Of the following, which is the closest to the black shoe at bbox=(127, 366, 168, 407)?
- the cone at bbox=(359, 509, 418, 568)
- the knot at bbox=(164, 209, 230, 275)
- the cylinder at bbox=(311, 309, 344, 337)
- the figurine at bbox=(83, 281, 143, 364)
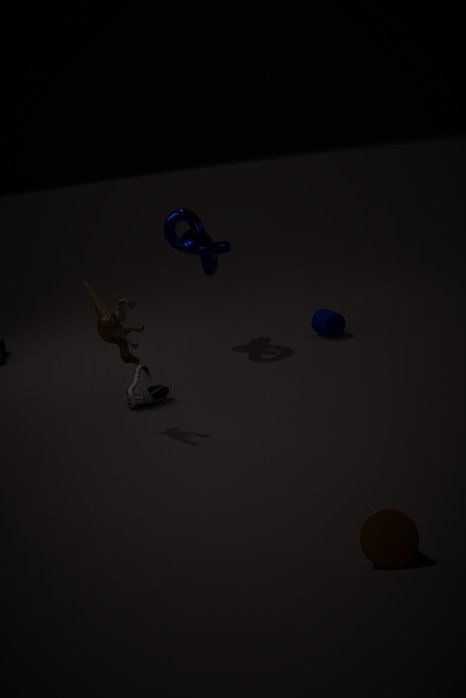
the figurine at bbox=(83, 281, 143, 364)
